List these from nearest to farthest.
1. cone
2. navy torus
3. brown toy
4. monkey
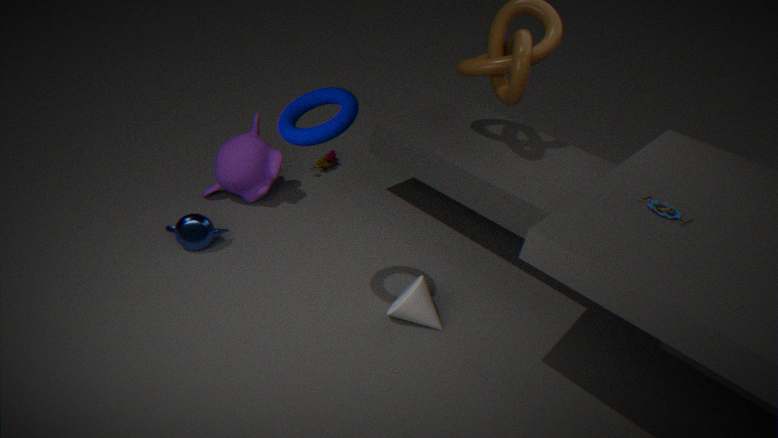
1. navy torus
2. cone
3. monkey
4. brown toy
